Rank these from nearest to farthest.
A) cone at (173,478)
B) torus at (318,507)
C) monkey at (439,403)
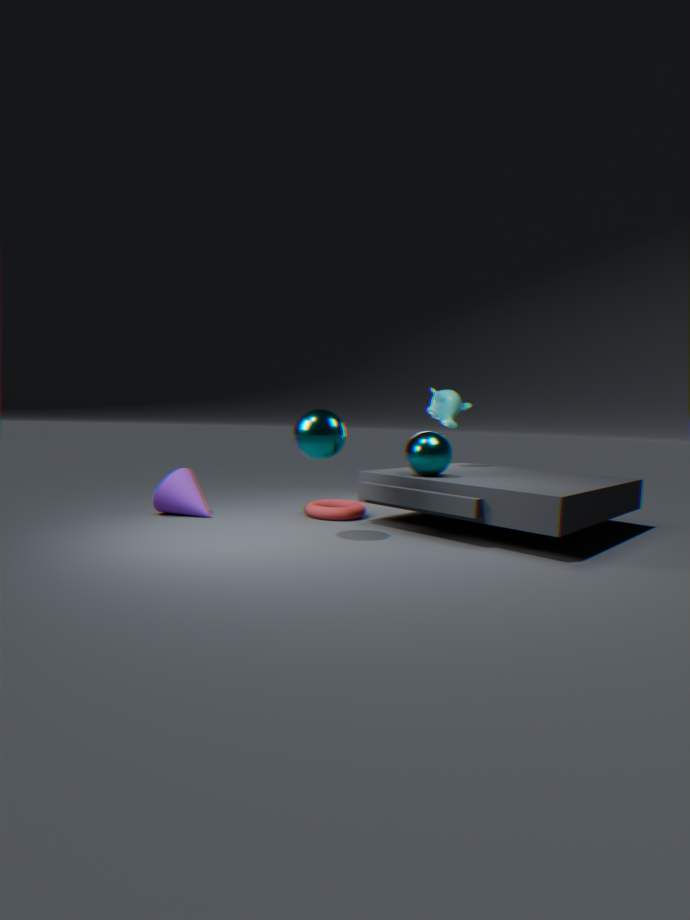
cone at (173,478) → torus at (318,507) → monkey at (439,403)
